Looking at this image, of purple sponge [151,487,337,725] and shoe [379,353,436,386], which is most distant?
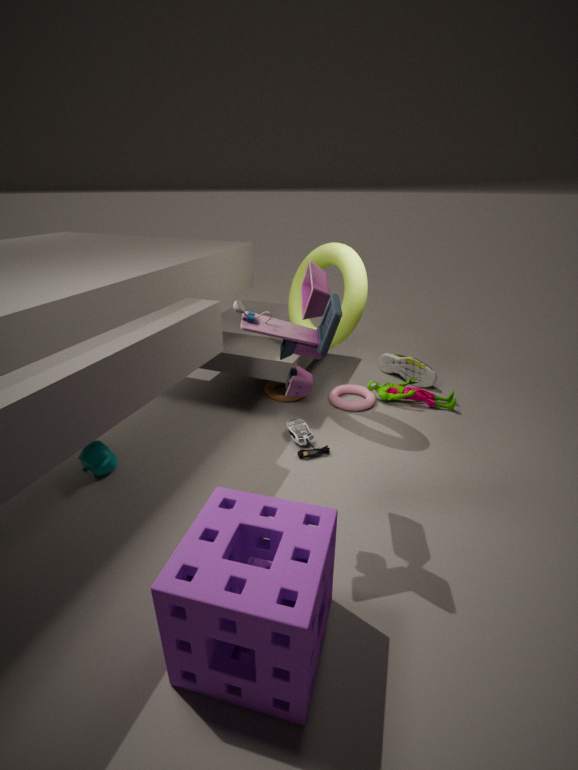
shoe [379,353,436,386]
